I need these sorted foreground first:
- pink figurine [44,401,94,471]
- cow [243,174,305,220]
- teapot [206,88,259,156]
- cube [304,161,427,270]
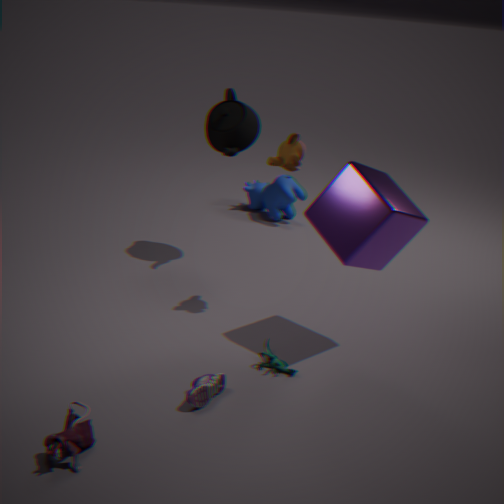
pink figurine [44,401,94,471]
cube [304,161,427,270]
teapot [206,88,259,156]
cow [243,174,305,220]
